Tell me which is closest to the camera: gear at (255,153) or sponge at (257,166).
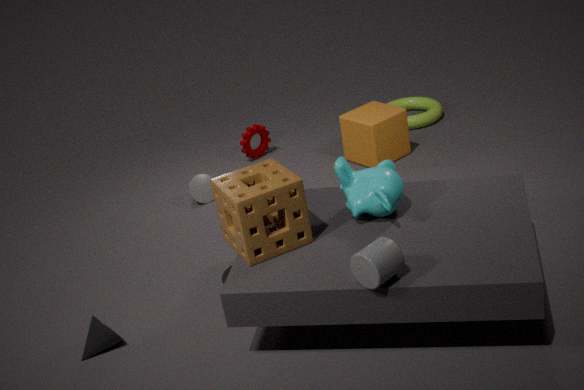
sponge at (257,166)
